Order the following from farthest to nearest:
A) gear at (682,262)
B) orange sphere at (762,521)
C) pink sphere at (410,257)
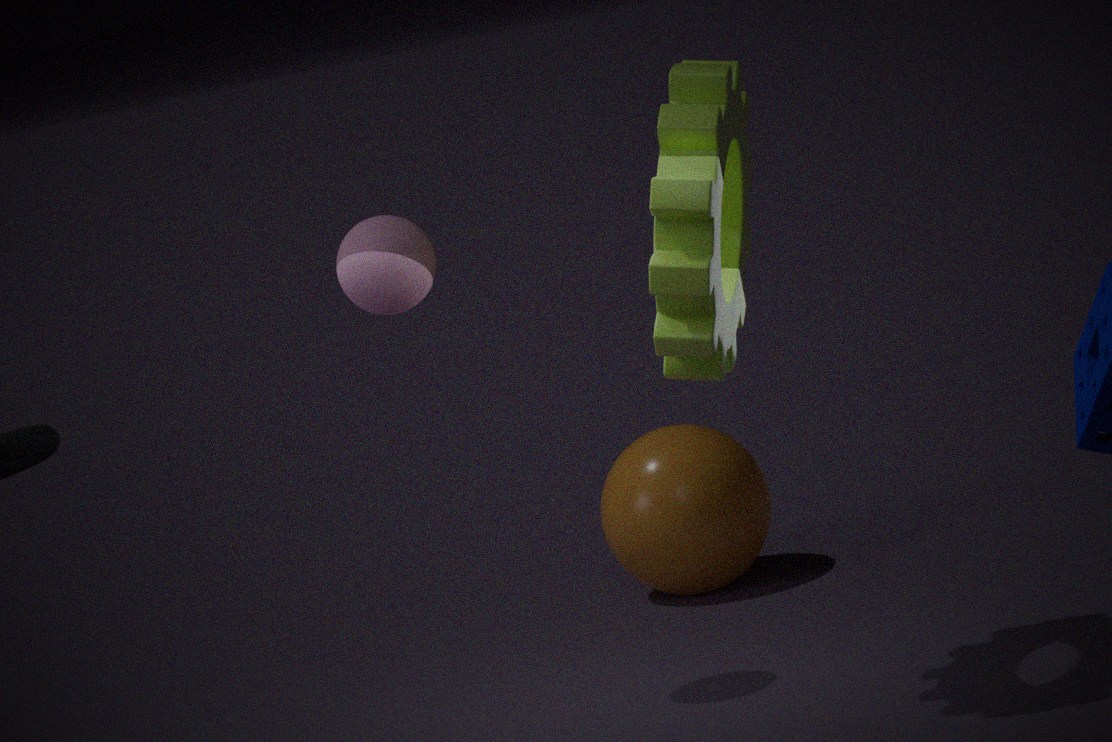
orange sphere at (762,521)
pink sphere at (410,257)
gear at (682,262)
